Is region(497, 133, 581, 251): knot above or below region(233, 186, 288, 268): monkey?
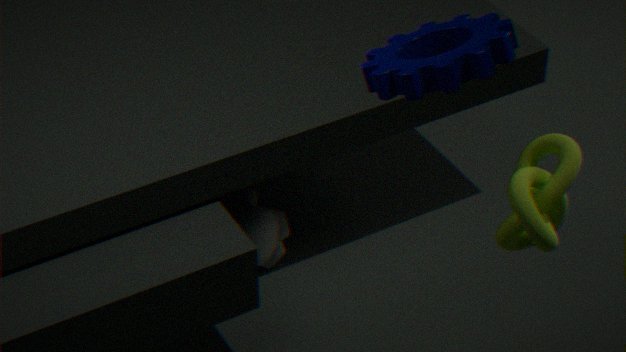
above
